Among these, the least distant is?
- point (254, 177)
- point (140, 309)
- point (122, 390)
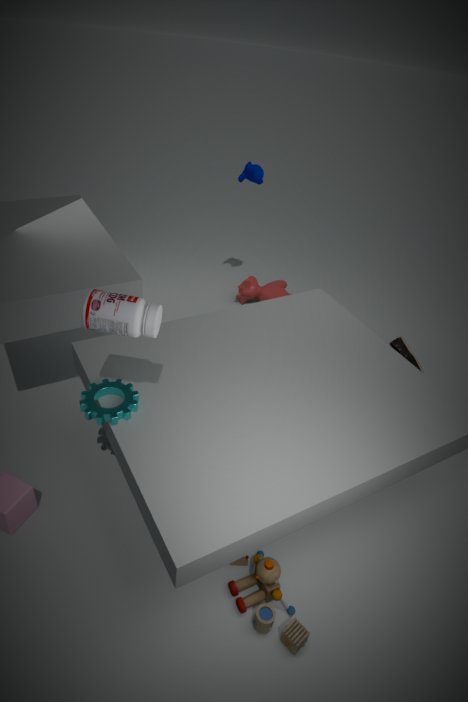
point (140, 309)
